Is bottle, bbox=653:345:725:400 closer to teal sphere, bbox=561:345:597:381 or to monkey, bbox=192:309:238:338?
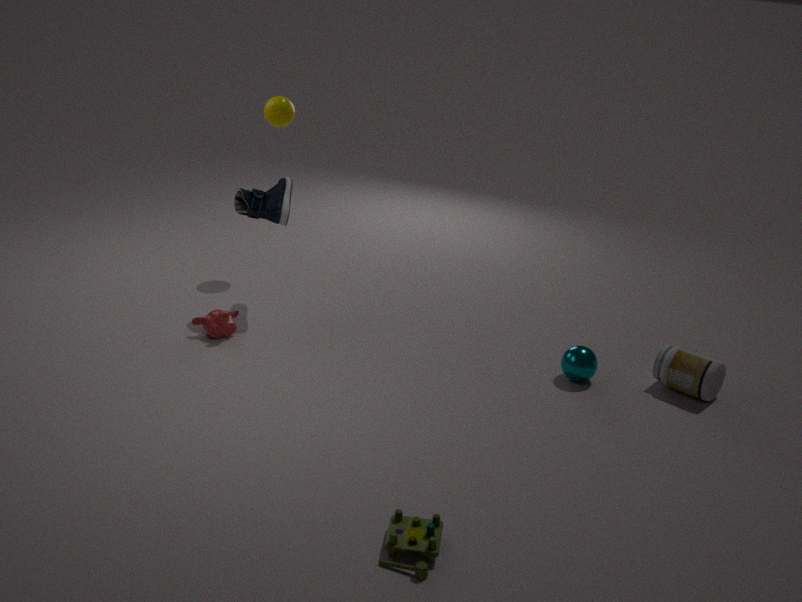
teal sphere, bbox=561:345:597:381
